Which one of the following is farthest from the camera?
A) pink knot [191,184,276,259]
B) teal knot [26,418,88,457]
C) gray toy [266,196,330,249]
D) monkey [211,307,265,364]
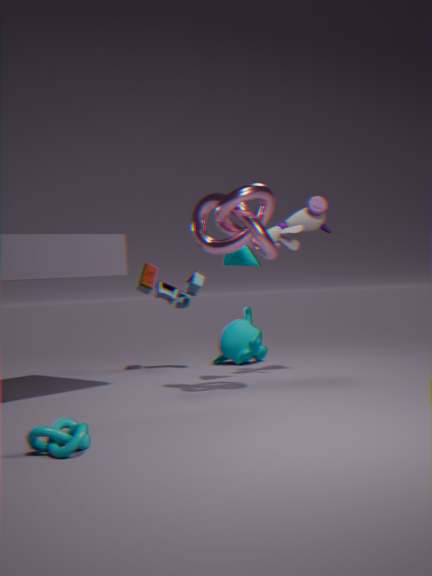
monkey [211,307,265,364]
